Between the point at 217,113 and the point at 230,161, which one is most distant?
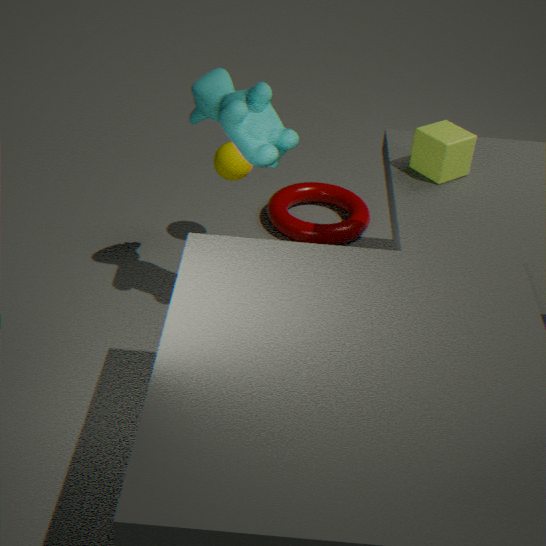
the point at 230,161
